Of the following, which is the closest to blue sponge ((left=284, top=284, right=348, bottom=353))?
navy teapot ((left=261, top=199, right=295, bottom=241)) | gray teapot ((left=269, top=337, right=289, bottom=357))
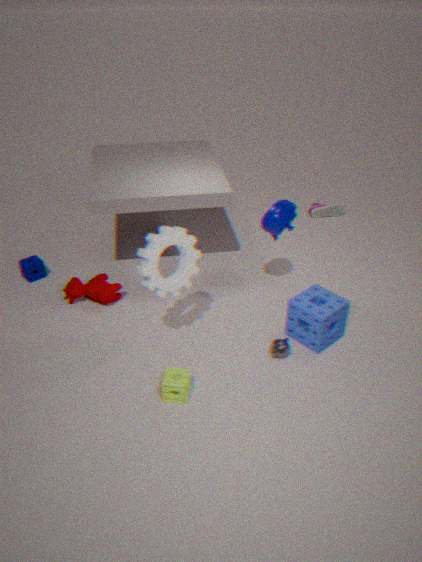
gray teapot ((left=269, top=337, right=289, bottom=357))
